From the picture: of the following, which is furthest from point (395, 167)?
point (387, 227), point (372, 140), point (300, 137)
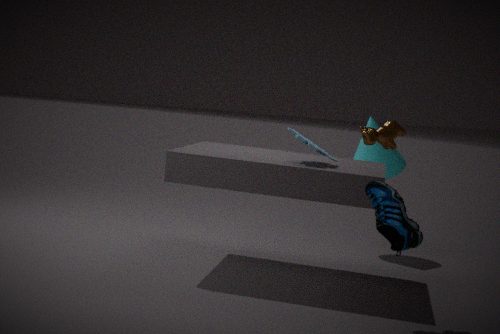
point (387, 227)
